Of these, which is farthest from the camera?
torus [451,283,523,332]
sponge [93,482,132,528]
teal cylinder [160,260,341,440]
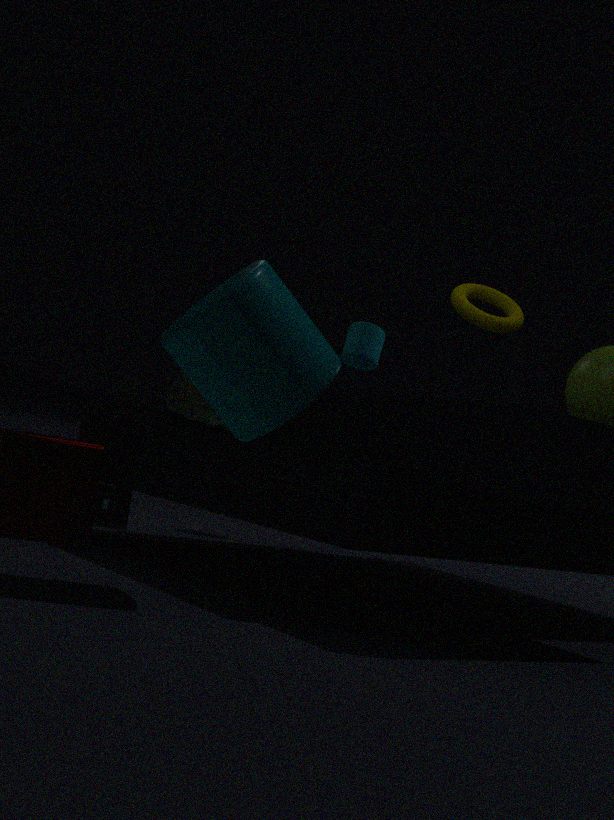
sponge [93,482,132,528]
